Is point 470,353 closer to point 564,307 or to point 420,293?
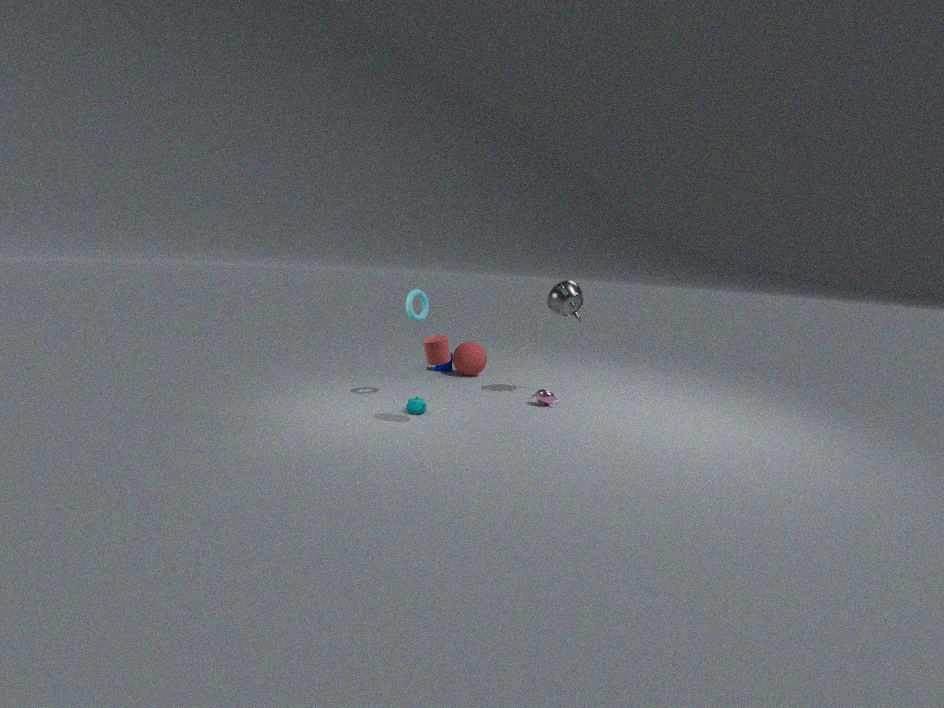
point 564,307
